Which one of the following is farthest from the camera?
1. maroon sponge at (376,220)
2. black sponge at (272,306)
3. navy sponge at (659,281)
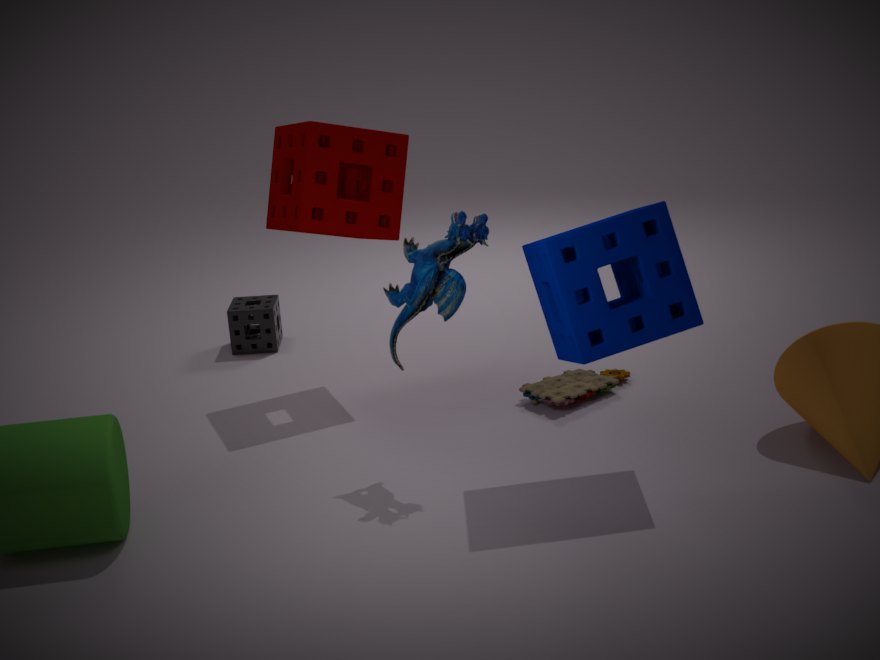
black sponge at (272,306)
